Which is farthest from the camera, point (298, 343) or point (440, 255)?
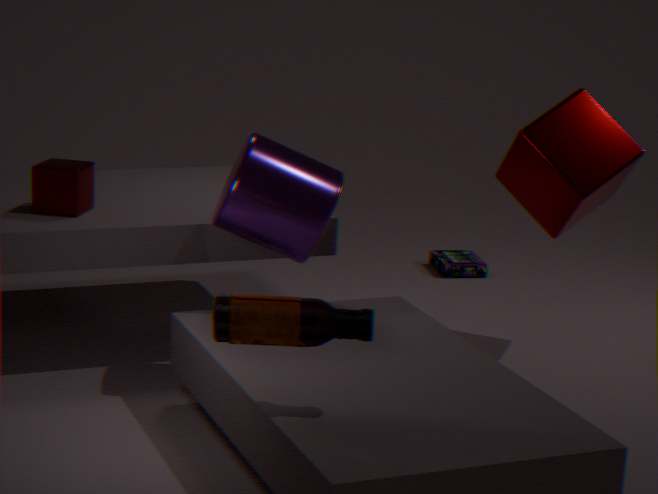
point (440, 255)
